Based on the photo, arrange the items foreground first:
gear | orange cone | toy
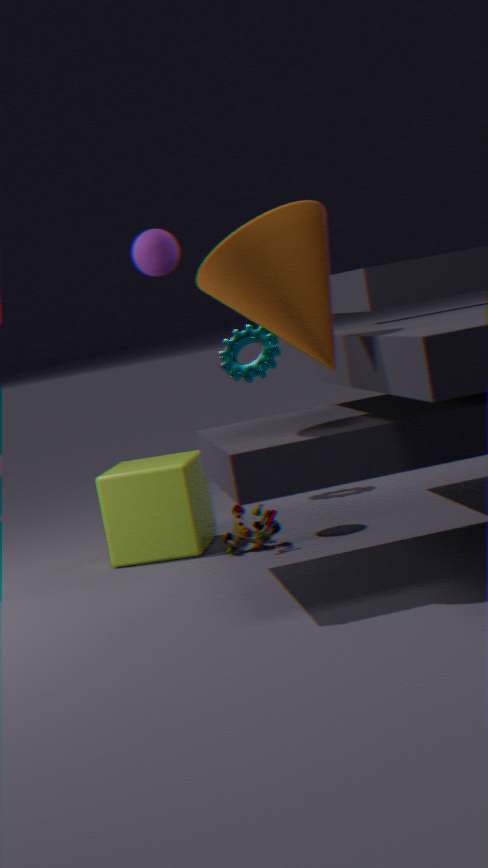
orange cone
toy
gear
